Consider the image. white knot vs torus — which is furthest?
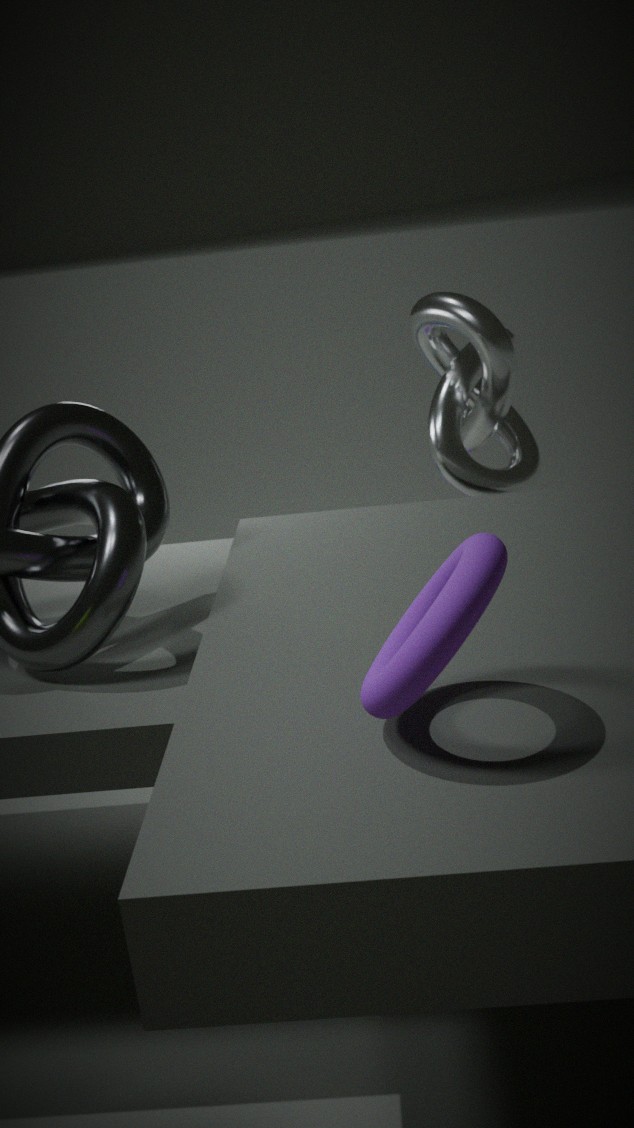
white knot
